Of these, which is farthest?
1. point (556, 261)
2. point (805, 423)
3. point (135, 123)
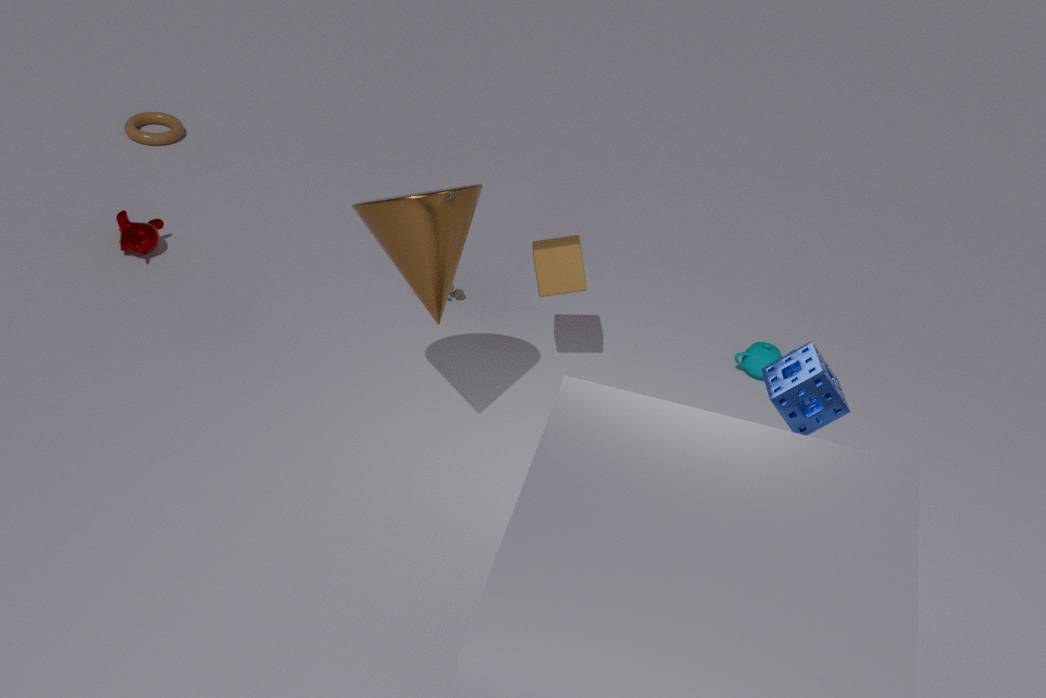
point (135, 123)
